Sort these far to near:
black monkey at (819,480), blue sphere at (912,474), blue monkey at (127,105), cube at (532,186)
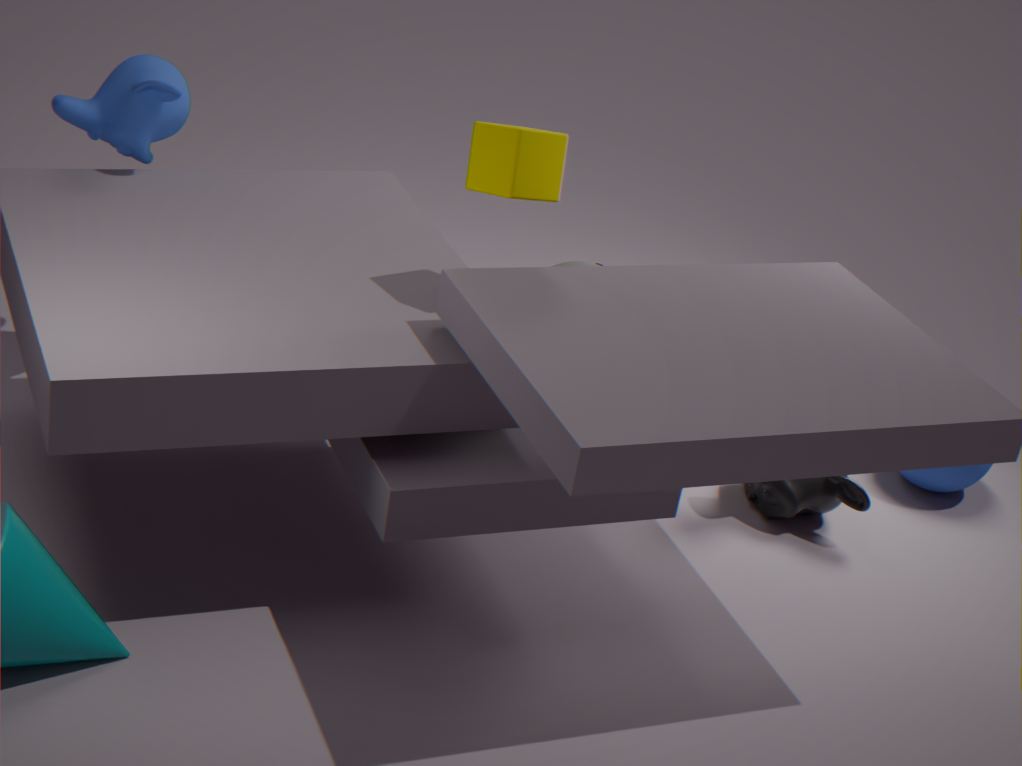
blue sphere at (912,474)
black monkey at (819,480)
blue monkey at (127,105)
cube at (532,186)
